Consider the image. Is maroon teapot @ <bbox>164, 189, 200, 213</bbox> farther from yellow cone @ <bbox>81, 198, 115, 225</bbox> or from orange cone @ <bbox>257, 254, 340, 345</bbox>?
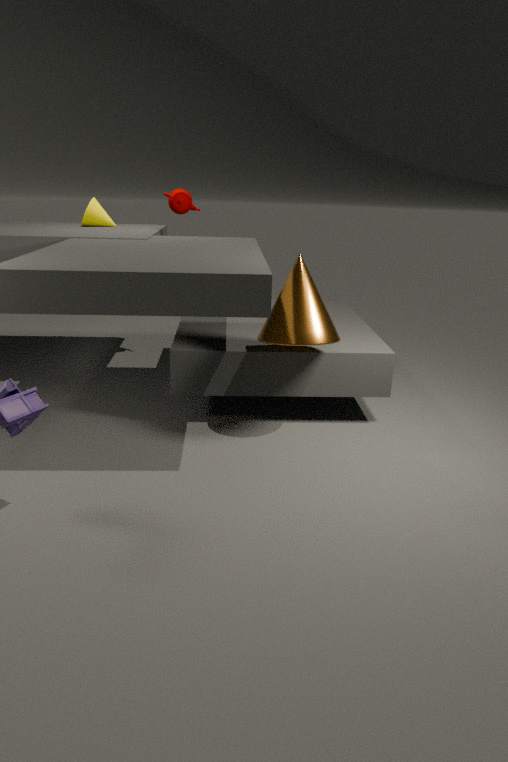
orange cone @ <bbox>257, 254, 340, 345</bbox>
